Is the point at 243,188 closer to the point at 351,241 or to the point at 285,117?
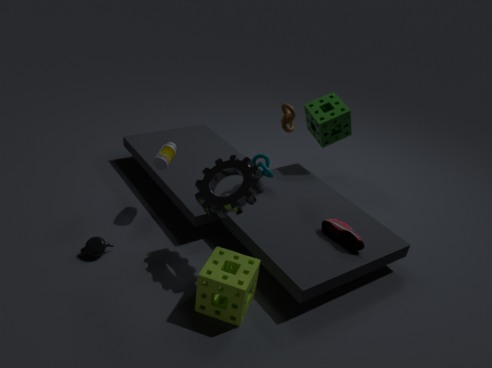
the point at 285,117
